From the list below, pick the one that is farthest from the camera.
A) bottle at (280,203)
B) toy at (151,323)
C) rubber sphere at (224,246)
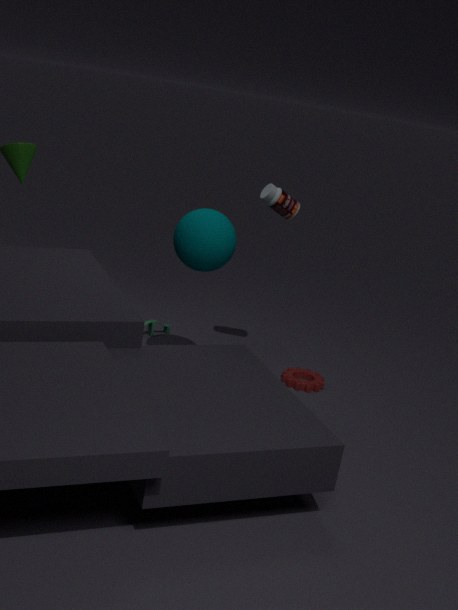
B. toy at (151,323)
